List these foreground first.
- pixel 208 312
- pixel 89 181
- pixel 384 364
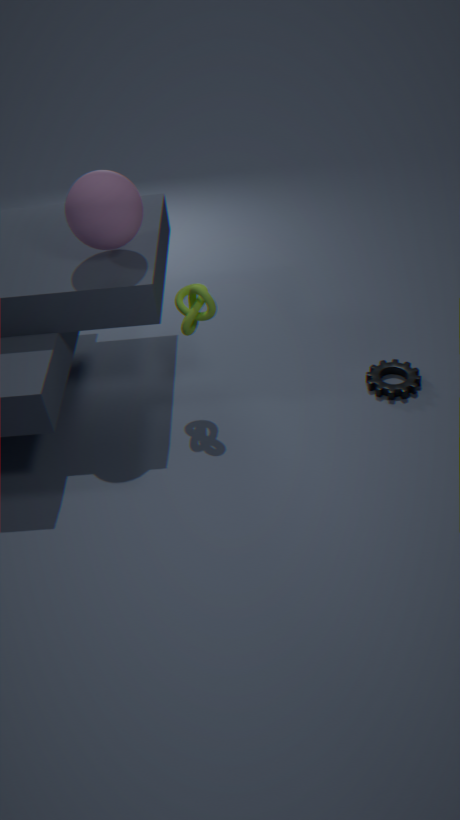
1. pixel 89 181
2. pixel 208 312
3. pixel 384 364
